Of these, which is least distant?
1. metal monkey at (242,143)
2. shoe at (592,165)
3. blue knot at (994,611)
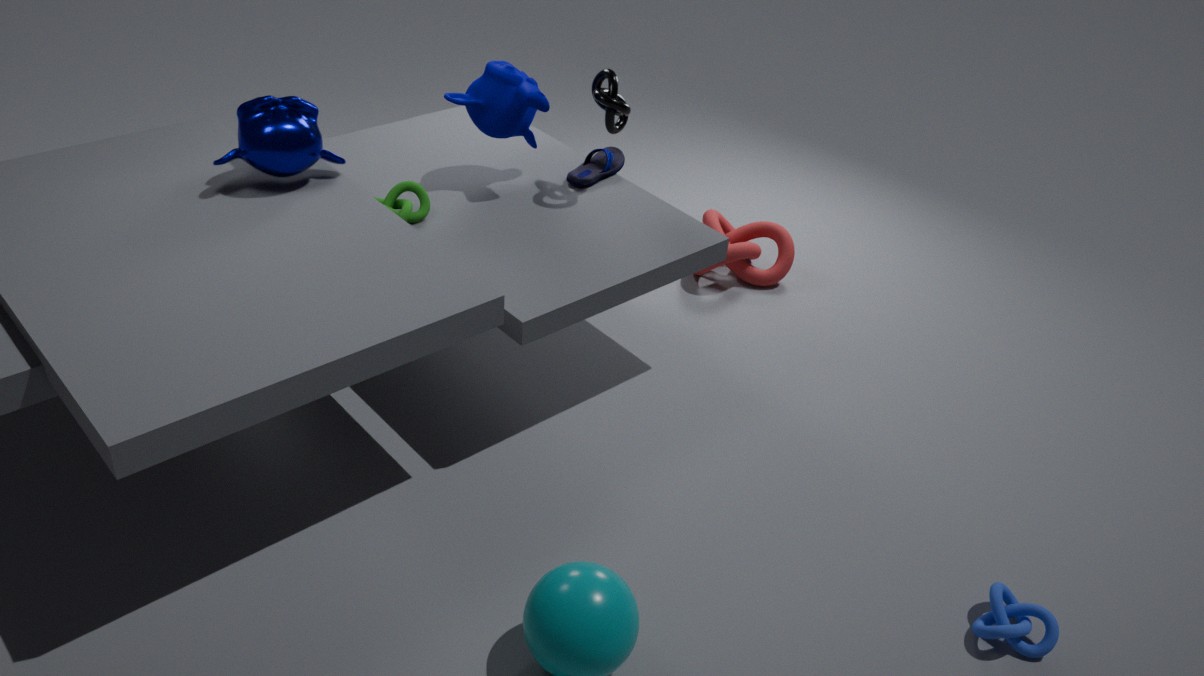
blue knot at (994,611)
